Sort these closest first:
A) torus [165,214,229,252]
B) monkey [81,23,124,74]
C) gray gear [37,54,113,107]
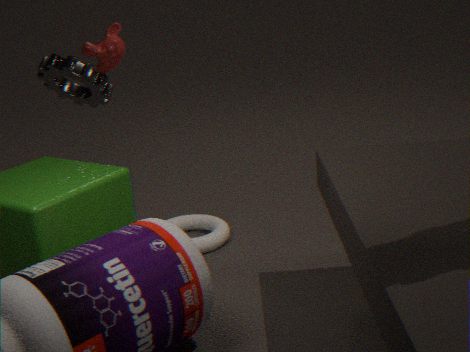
torus [165,214,229,252] → gray gear [37,54,113,107] → monkey [81,23,124,74]
